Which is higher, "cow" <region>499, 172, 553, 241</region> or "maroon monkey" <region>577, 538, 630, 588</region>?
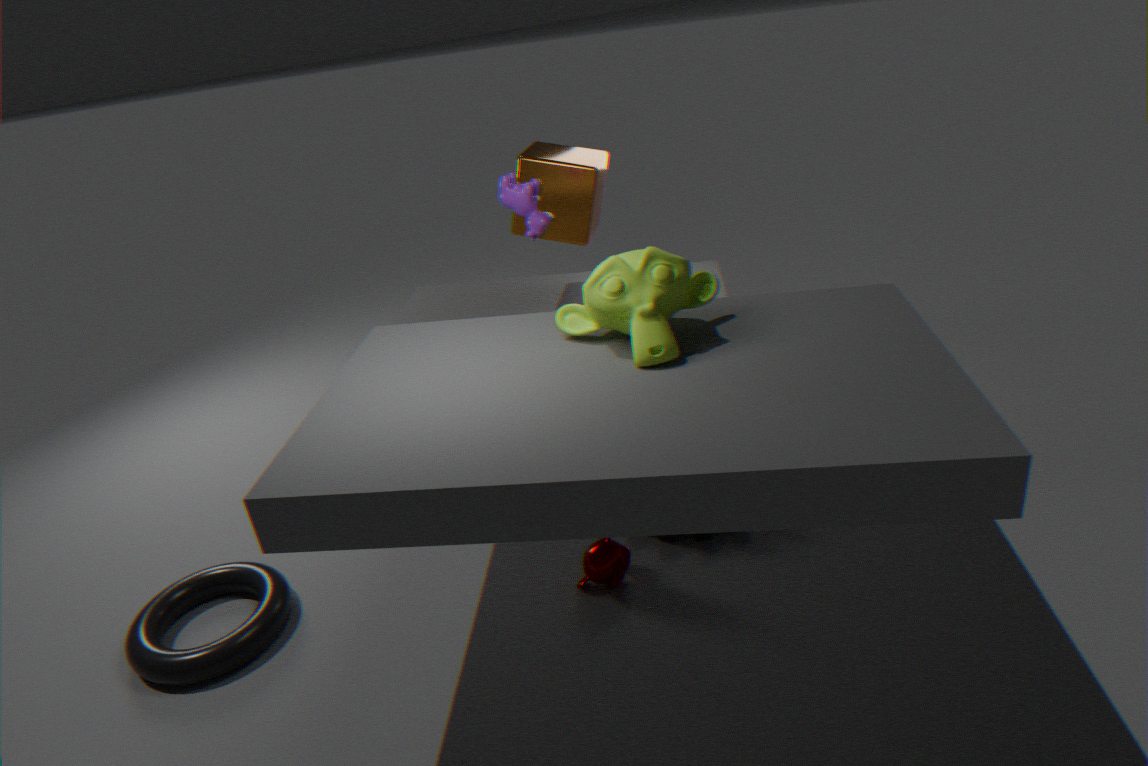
"cow" <region>499, 172, 553, 241</region>
